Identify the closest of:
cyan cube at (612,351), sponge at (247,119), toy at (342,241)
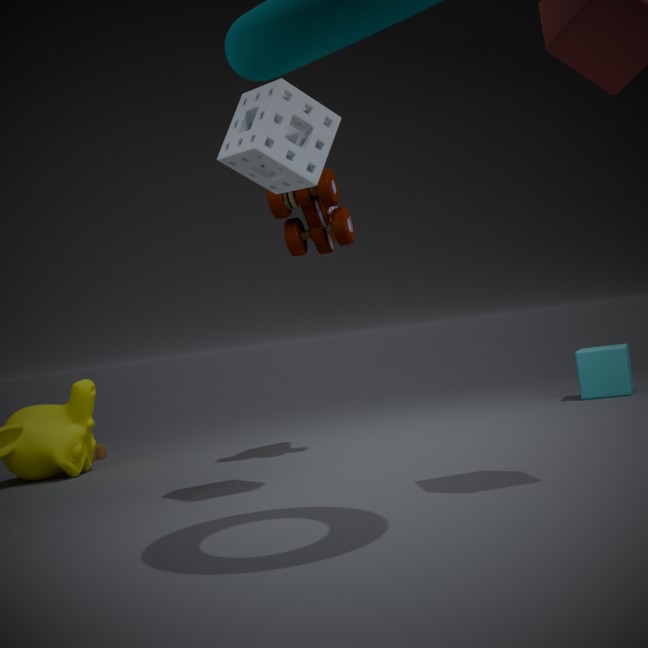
sponge at (247,119)
